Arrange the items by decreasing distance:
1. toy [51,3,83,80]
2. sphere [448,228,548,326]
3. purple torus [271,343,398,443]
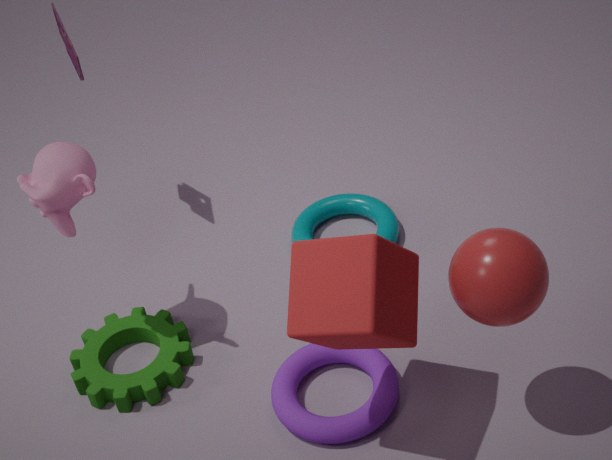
toy [51,3,83,80], purple torus [271,343,398,443], sphere [448,228,548,326]
